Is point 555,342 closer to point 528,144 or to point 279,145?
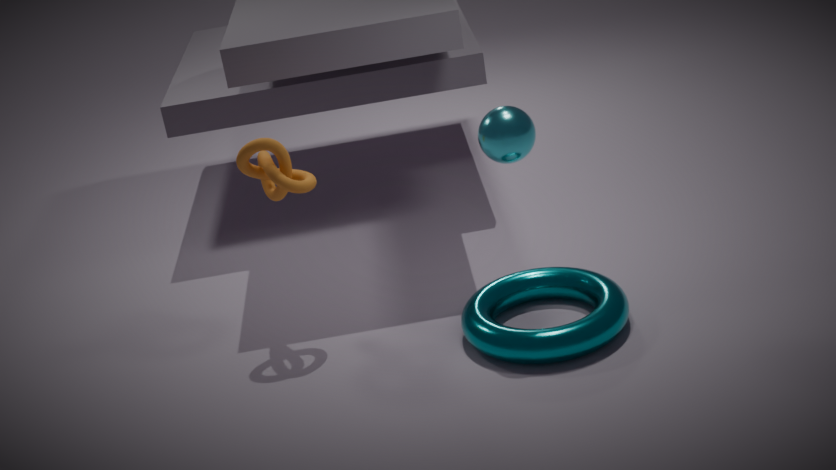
point 528,144
